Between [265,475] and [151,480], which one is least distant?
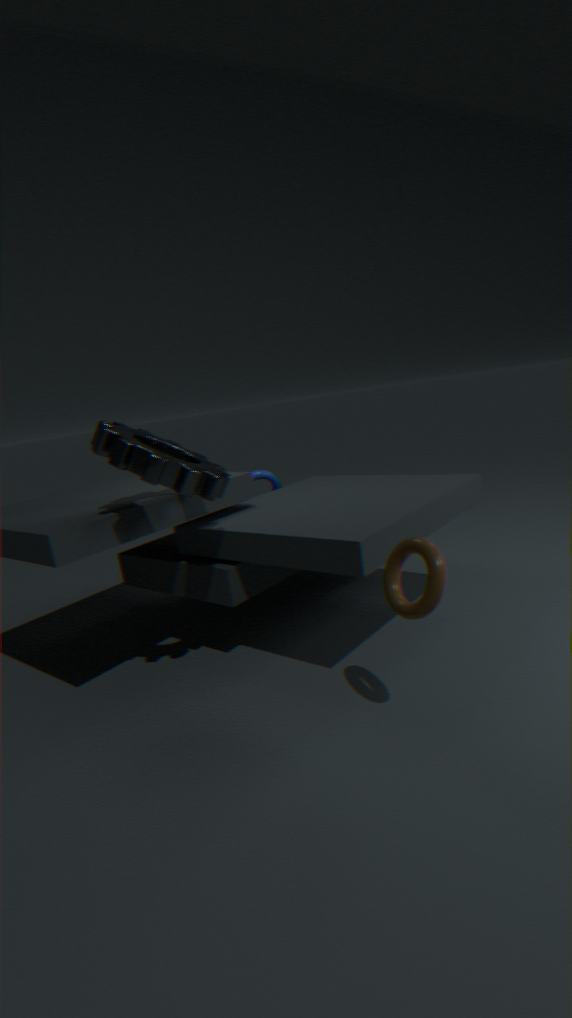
[151,480]
